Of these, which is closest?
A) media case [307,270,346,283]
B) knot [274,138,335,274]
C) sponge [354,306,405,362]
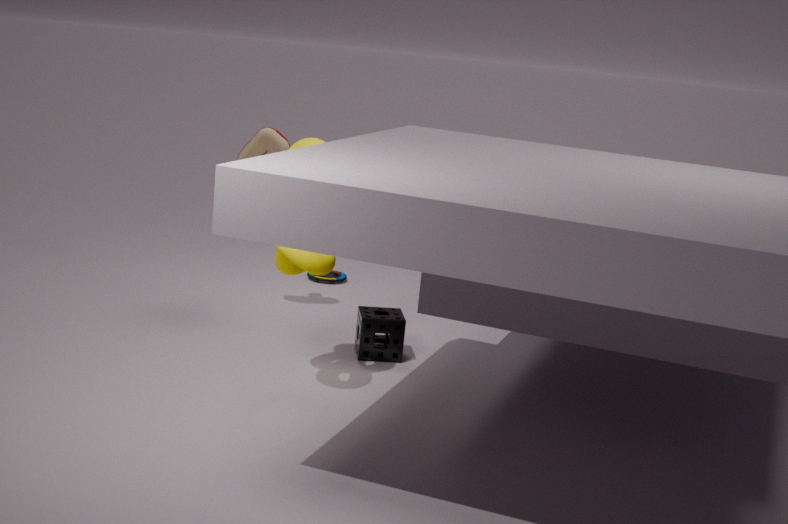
knot [274,138,335,274]
